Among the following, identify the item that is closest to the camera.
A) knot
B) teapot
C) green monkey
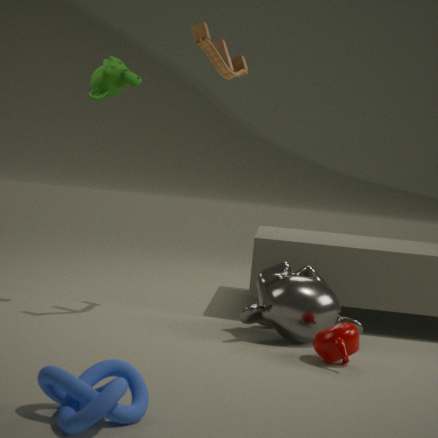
knot
